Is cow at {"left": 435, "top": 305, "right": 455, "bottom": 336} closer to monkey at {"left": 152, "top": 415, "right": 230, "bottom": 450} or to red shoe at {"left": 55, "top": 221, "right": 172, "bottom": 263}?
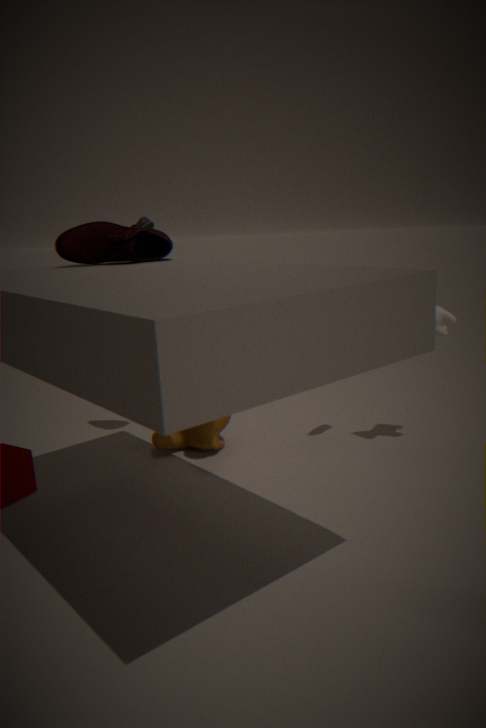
monkey at {"left": 152, "top": 415, "right": 230, "bottom": 450}
